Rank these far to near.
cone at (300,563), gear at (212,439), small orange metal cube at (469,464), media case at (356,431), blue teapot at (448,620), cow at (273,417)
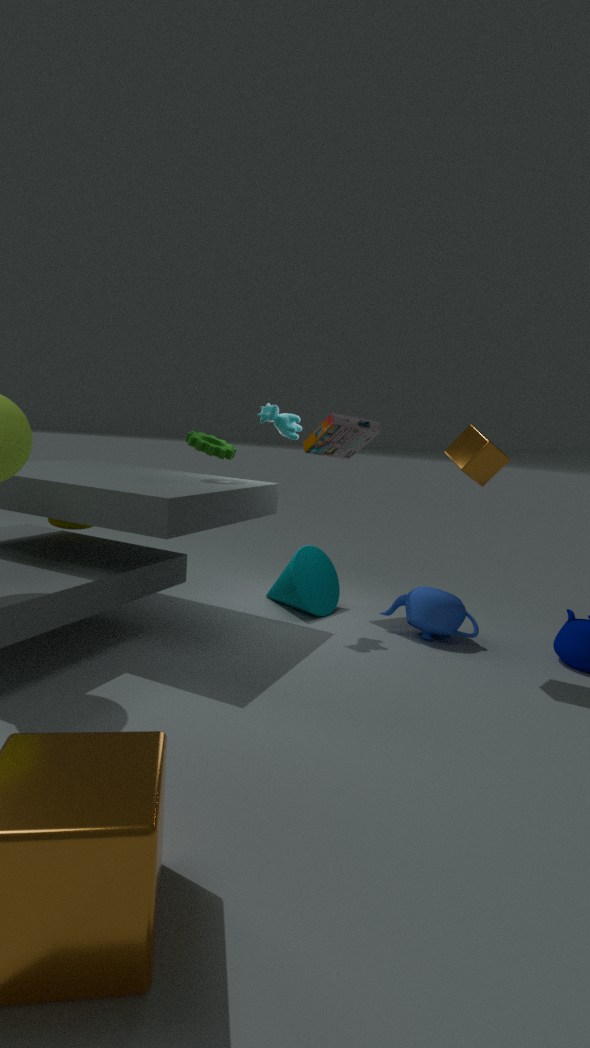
1. cone at (300,563)
2. media case at (356,431)
3. cow at (273,417)
4. blue teapot at (448,620)
5. gear at (212,439)
6. small orange metal cube at (469,464)
